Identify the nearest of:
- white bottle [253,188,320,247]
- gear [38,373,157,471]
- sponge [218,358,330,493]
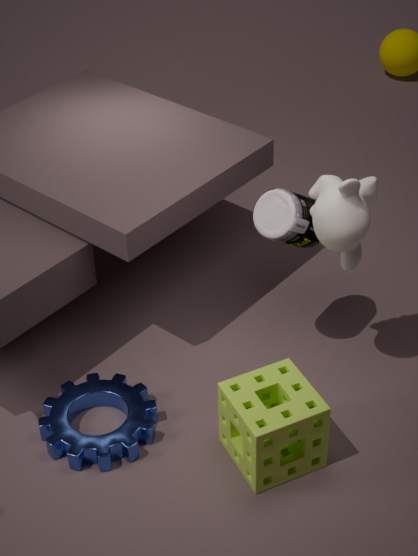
sponge [218,358,330,493]
